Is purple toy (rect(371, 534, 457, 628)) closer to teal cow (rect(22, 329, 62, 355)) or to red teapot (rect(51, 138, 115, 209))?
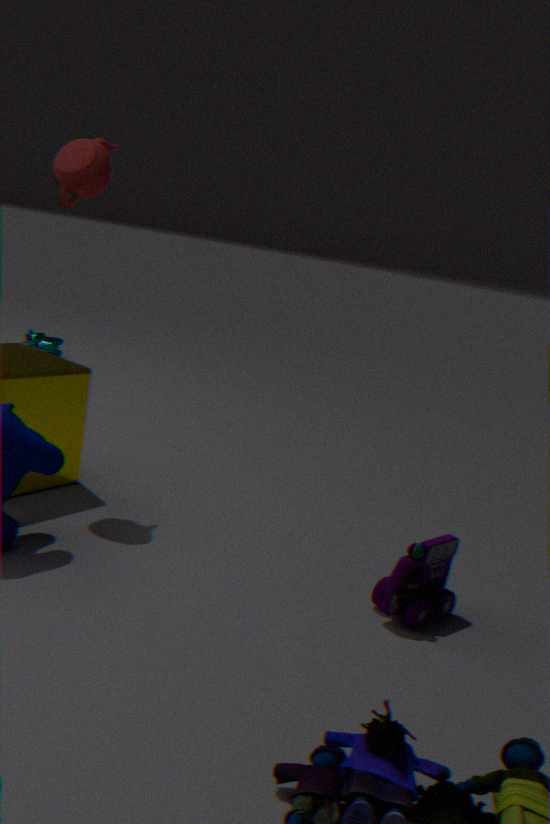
red teapot (rect(51, 138, 115, 209))
